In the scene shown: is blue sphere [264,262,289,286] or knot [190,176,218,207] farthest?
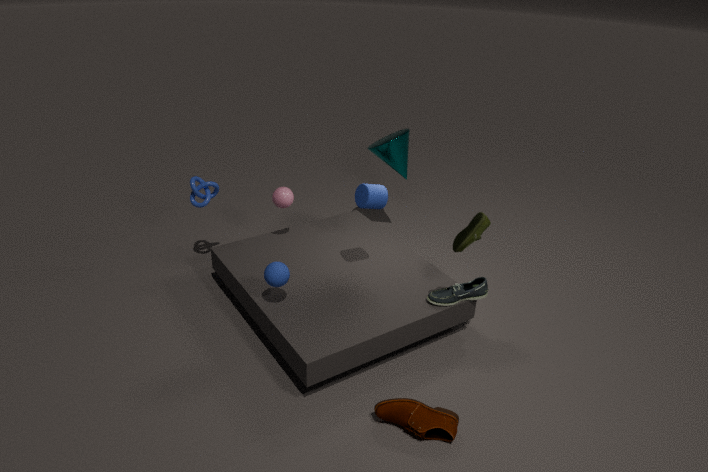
knot [190,176,218,207]
